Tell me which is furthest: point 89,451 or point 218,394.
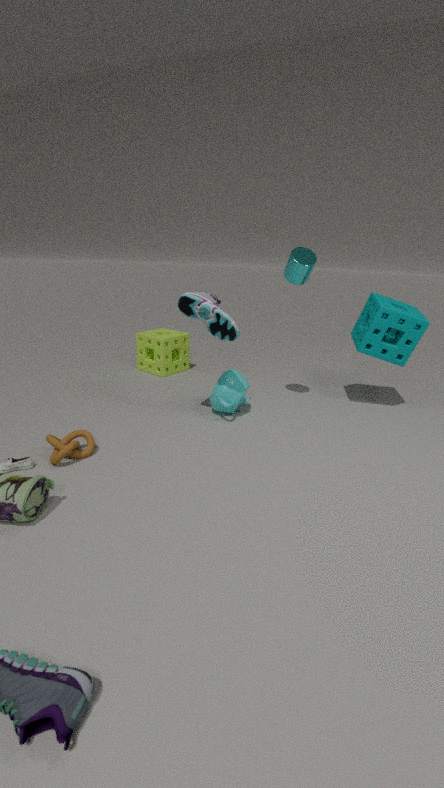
point 218,394
